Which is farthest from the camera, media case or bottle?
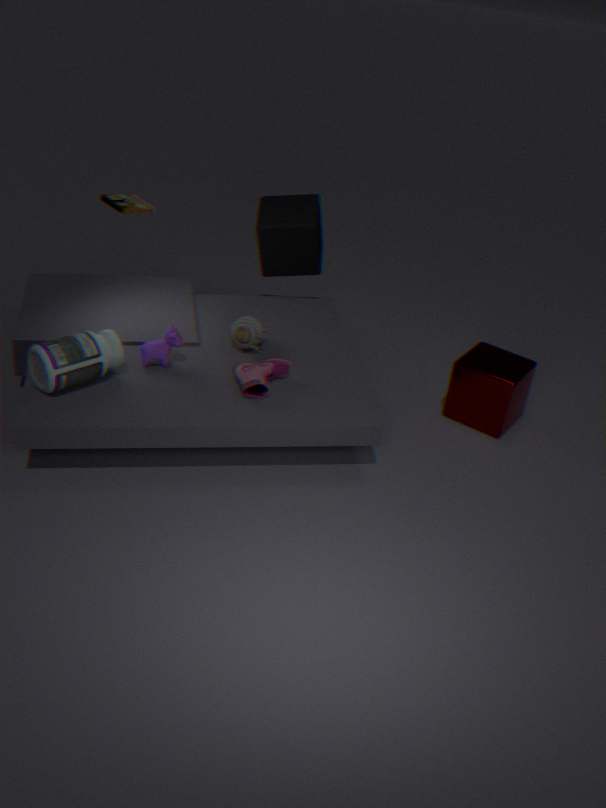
media case
